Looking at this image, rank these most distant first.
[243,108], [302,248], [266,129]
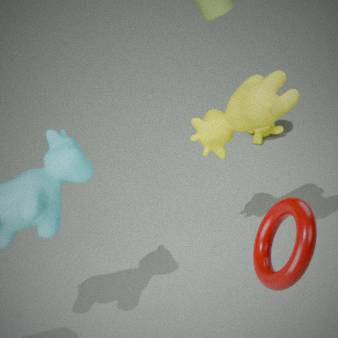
[266,129] < [243,108] < [302,248]
